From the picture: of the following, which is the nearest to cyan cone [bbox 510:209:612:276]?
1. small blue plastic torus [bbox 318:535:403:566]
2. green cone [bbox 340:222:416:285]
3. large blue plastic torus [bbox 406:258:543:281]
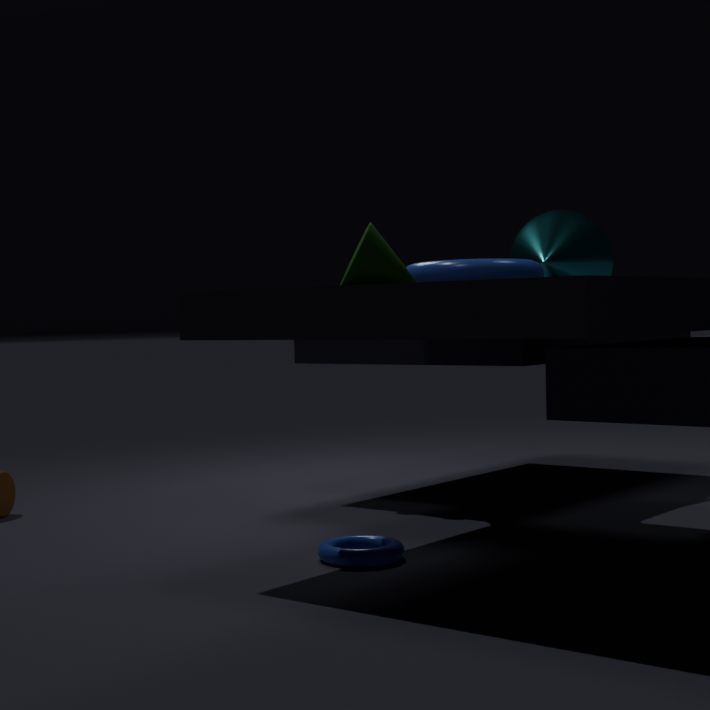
large blue plastic torus [bbox 406:258:543:281]
